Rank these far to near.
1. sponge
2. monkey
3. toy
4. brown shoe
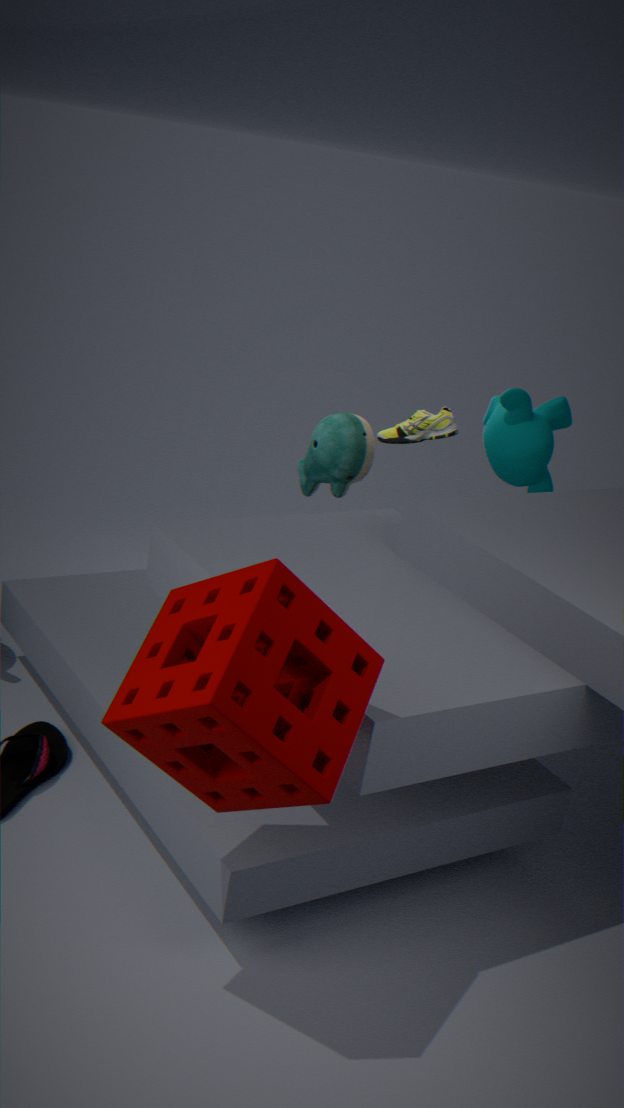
1. brown shoe
2. toy
3. monkey
4. sponge
